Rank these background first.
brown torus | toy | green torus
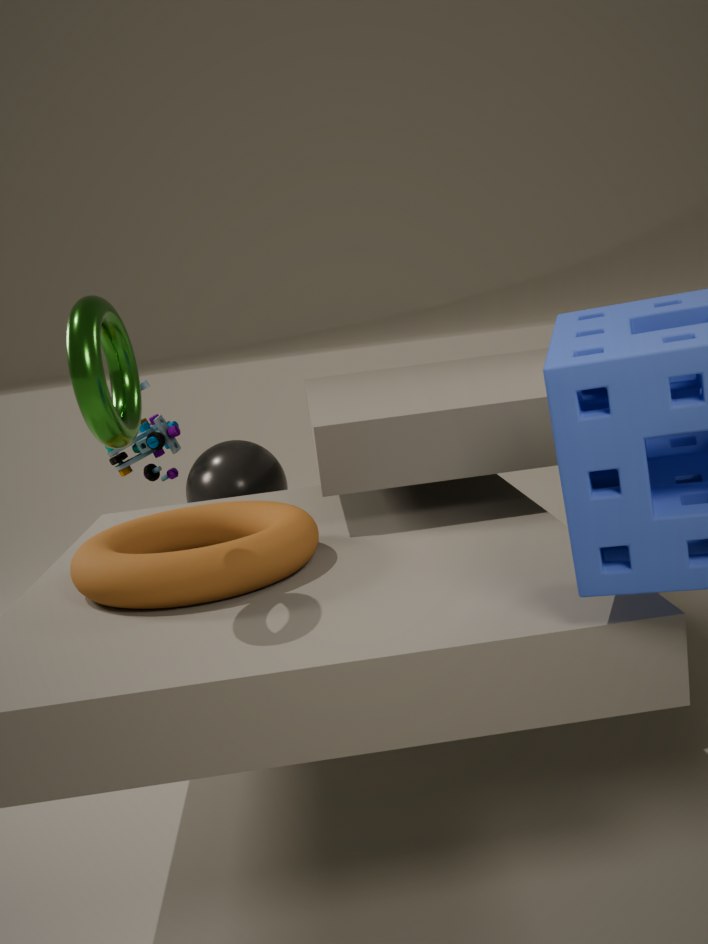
toy < brown torus < green torus
